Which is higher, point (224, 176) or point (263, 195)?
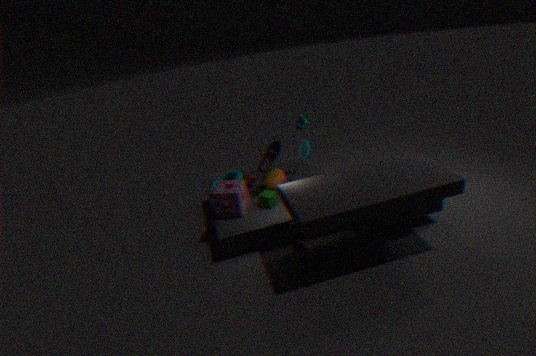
point (224, 176)
